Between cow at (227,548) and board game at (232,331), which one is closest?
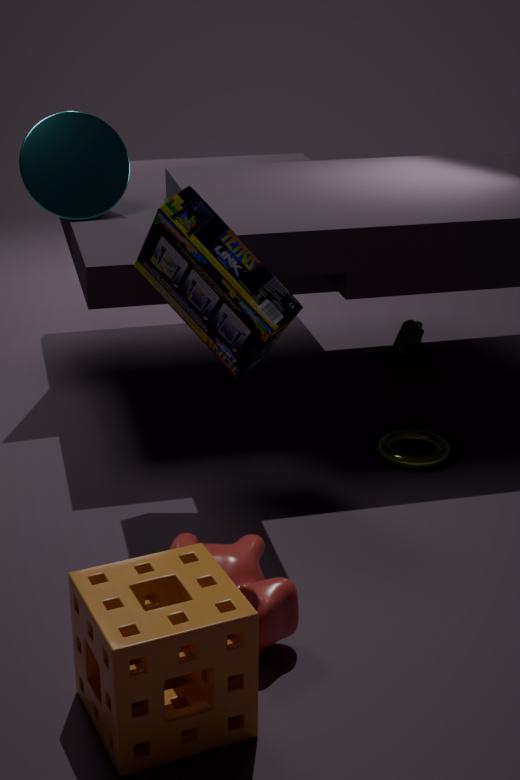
cow at (227,548)
